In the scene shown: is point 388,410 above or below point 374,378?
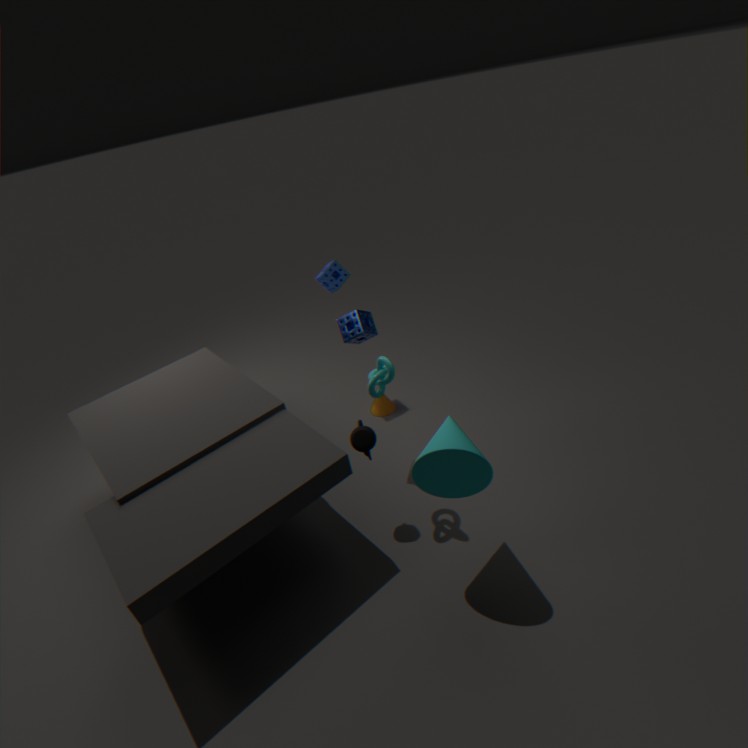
below
